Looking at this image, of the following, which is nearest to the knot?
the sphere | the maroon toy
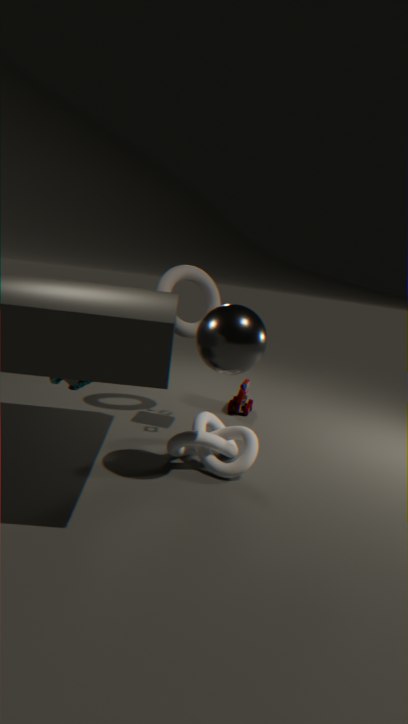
the sphere
